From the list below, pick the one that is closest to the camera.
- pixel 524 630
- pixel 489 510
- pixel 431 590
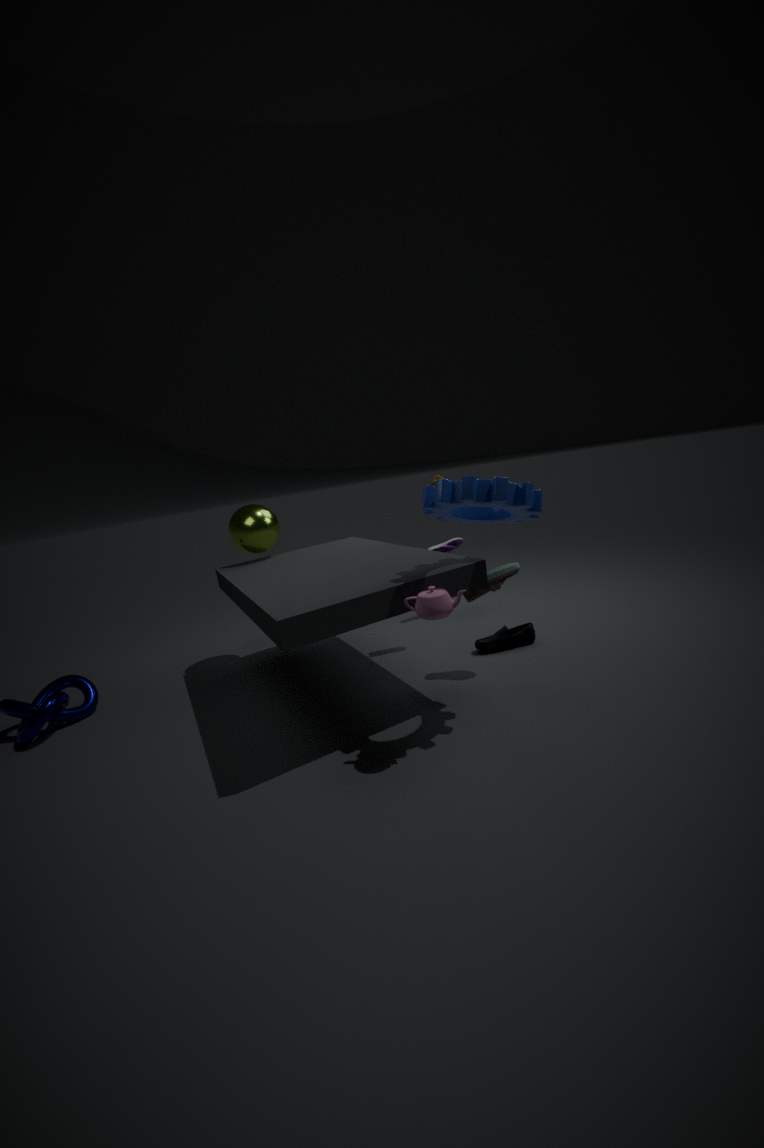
pixel 431 590
